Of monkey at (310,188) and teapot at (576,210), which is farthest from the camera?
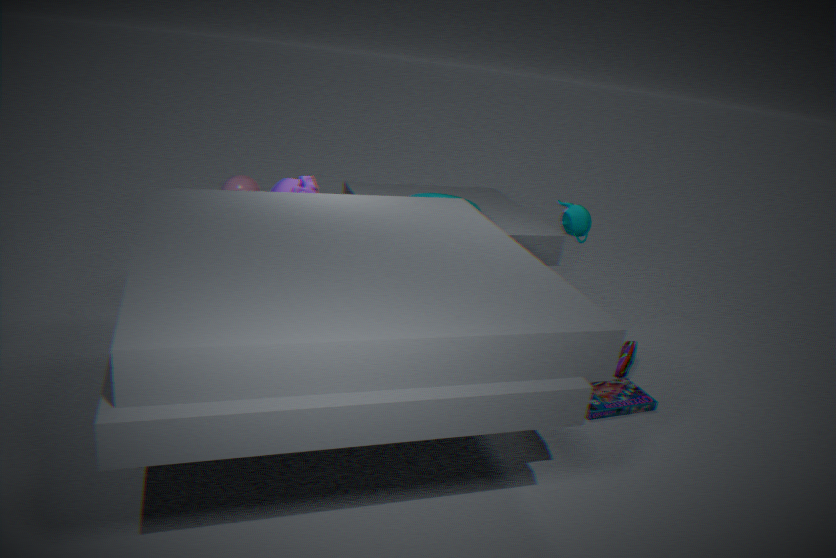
monkey at (310,188)
